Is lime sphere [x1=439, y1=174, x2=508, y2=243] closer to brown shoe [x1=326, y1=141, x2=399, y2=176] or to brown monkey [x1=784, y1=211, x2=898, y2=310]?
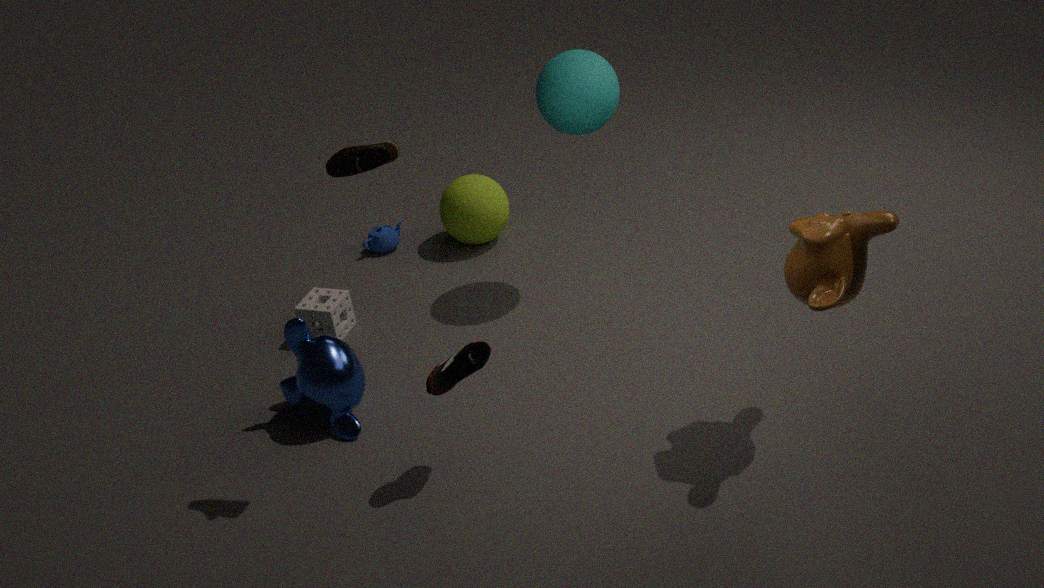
brown shoe [x1=326, y1=141, x2=399, y2=176]
